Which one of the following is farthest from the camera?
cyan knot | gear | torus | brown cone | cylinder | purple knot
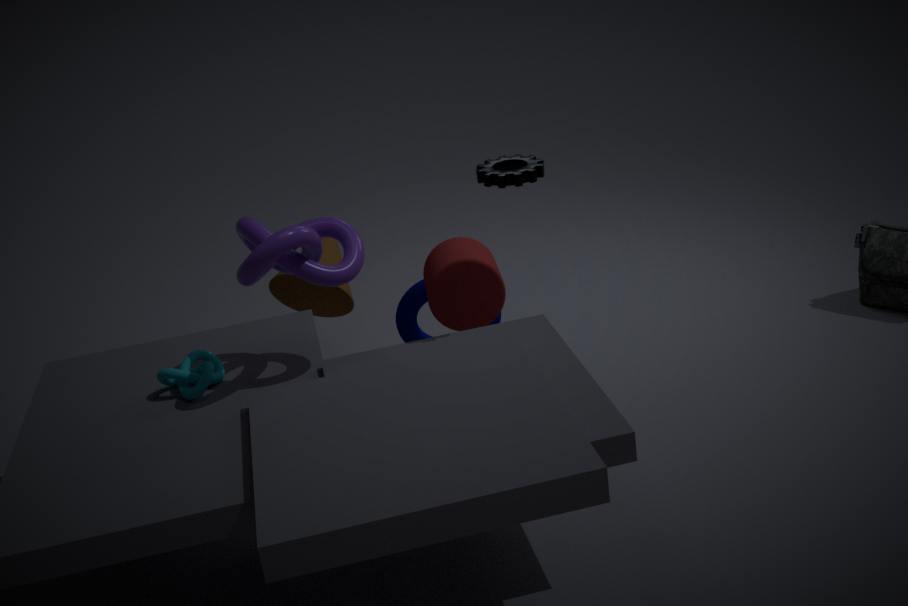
torus
